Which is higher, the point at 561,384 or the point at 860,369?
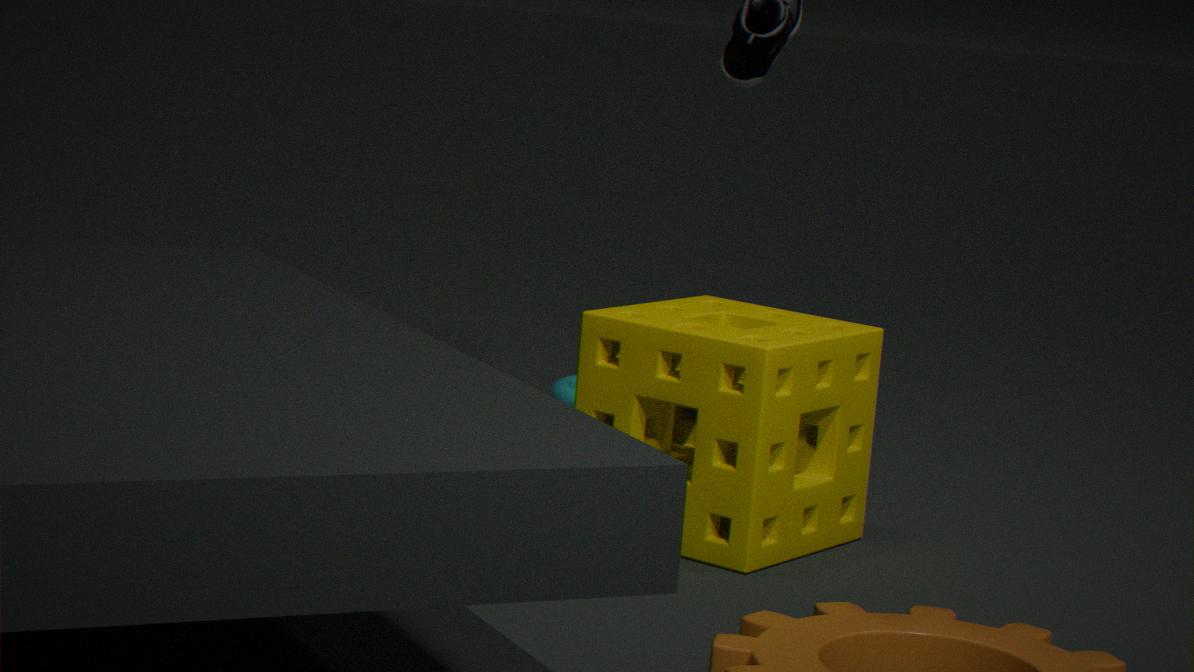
the point at 860,369
